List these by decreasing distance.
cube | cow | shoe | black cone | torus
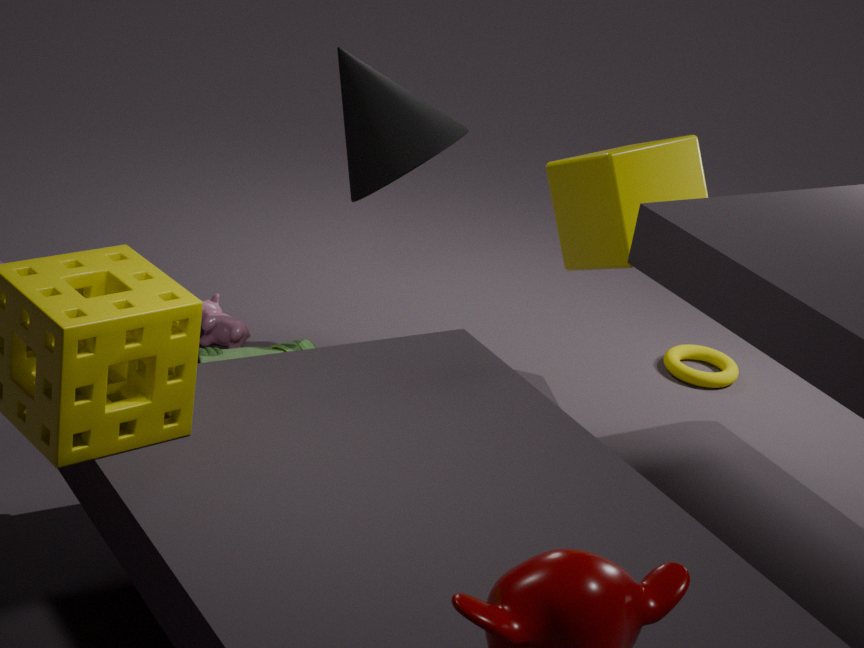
torus, cow, shoe, cube, black cone
